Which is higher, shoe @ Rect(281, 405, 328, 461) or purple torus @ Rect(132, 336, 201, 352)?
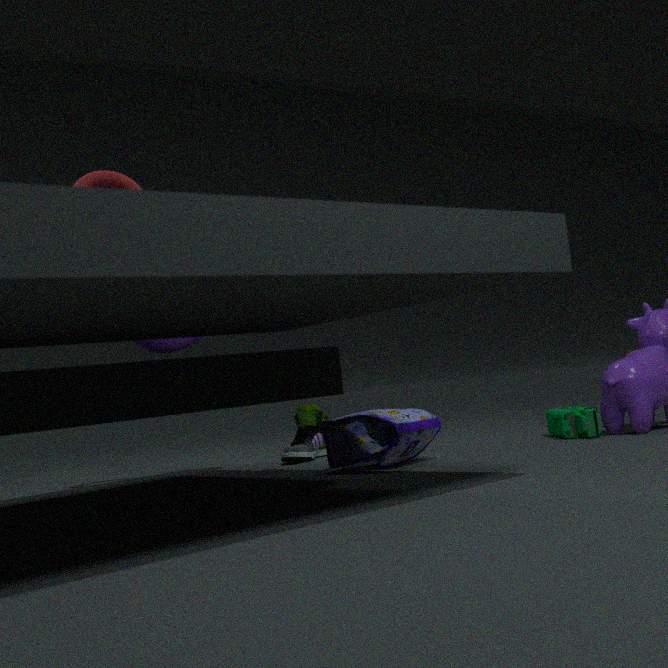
purple torus @ Rect(132, 336, 201, 352)
